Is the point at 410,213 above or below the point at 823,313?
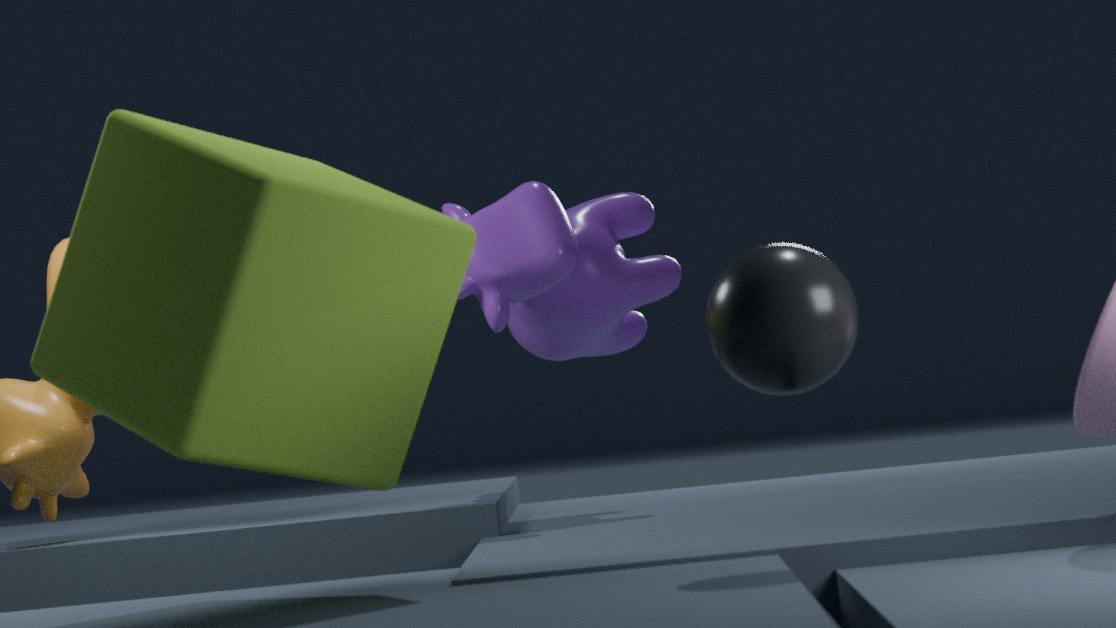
above
